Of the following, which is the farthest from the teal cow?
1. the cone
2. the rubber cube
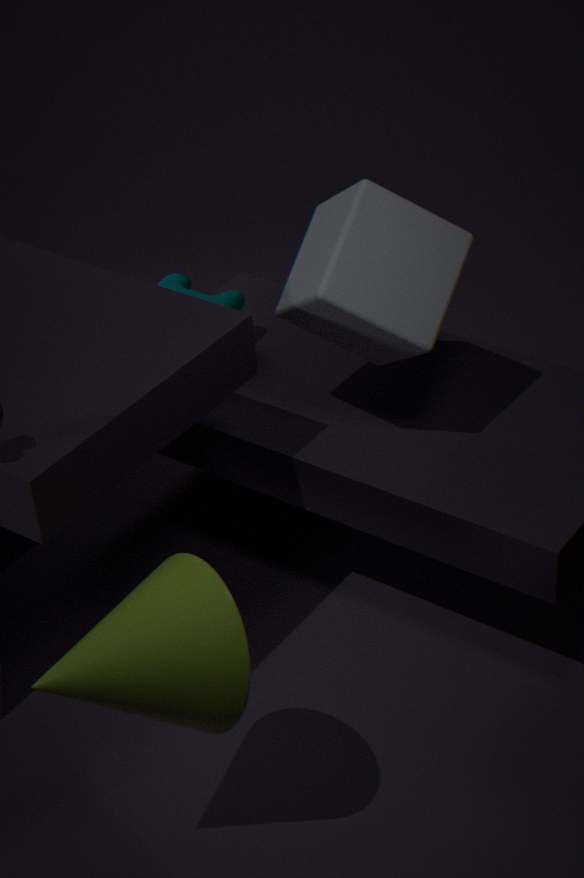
the cone
